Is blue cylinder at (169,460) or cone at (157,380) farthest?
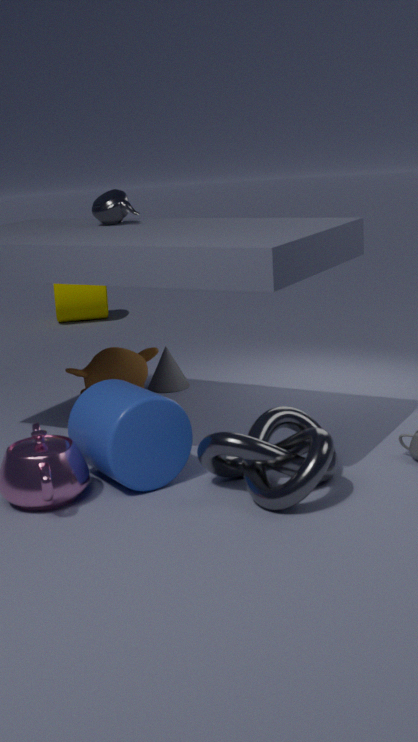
cone at (157,380)
